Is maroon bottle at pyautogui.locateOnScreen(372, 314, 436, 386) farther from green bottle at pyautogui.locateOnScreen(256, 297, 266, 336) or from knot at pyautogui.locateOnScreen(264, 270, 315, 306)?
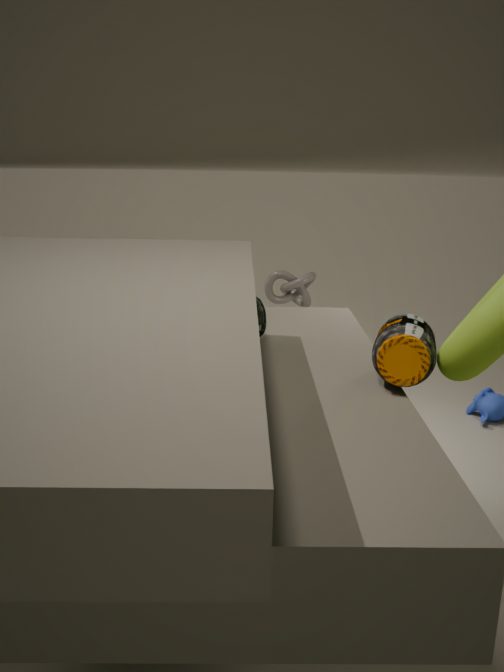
knot at pyautogui.locateOnScreen(264, 270, 315, 306)
